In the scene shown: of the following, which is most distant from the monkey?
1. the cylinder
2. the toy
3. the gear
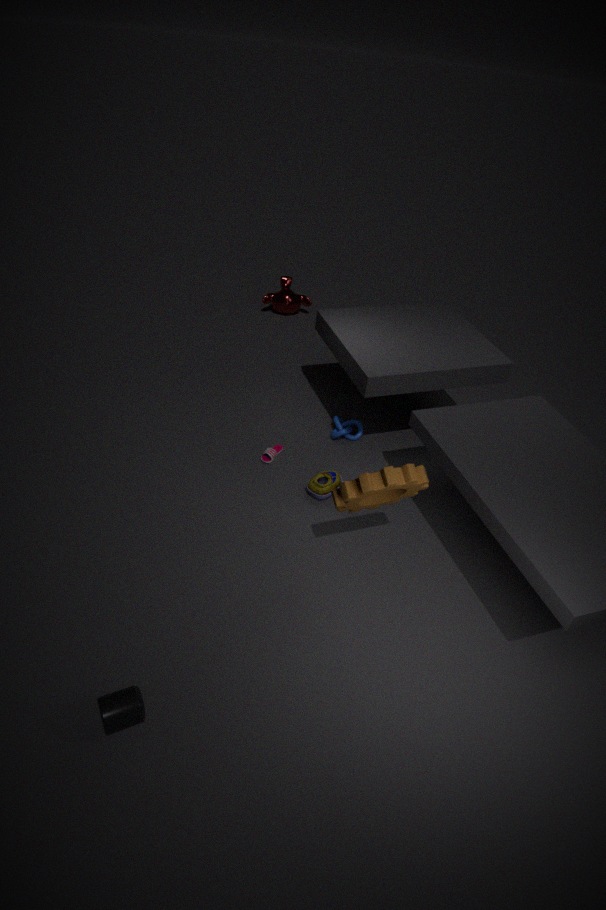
the cylinder
